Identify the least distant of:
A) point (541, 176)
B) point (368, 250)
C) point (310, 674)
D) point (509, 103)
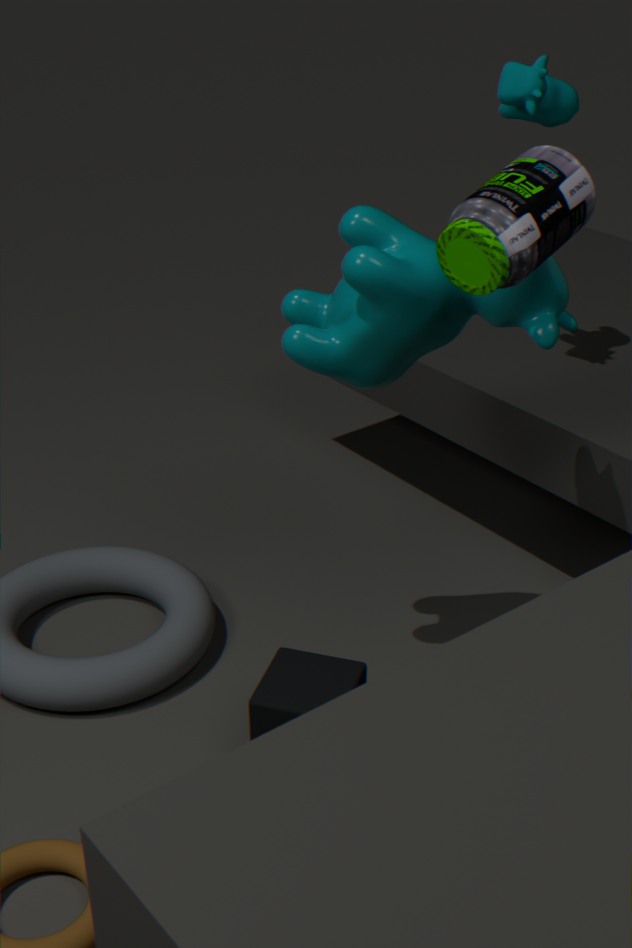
point (541, 176)
